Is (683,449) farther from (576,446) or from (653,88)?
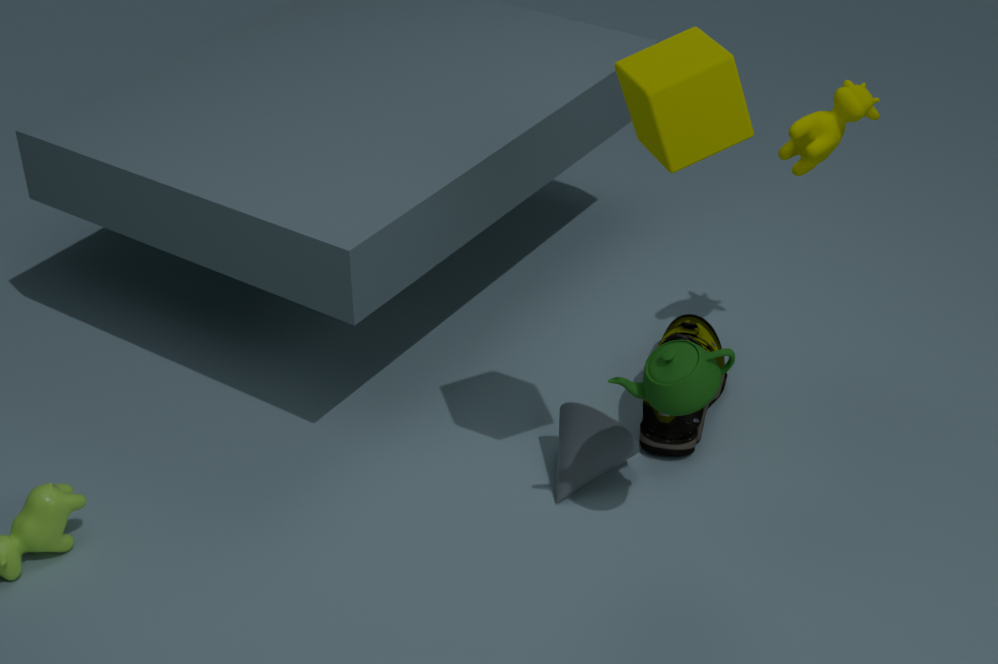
(653,88)
